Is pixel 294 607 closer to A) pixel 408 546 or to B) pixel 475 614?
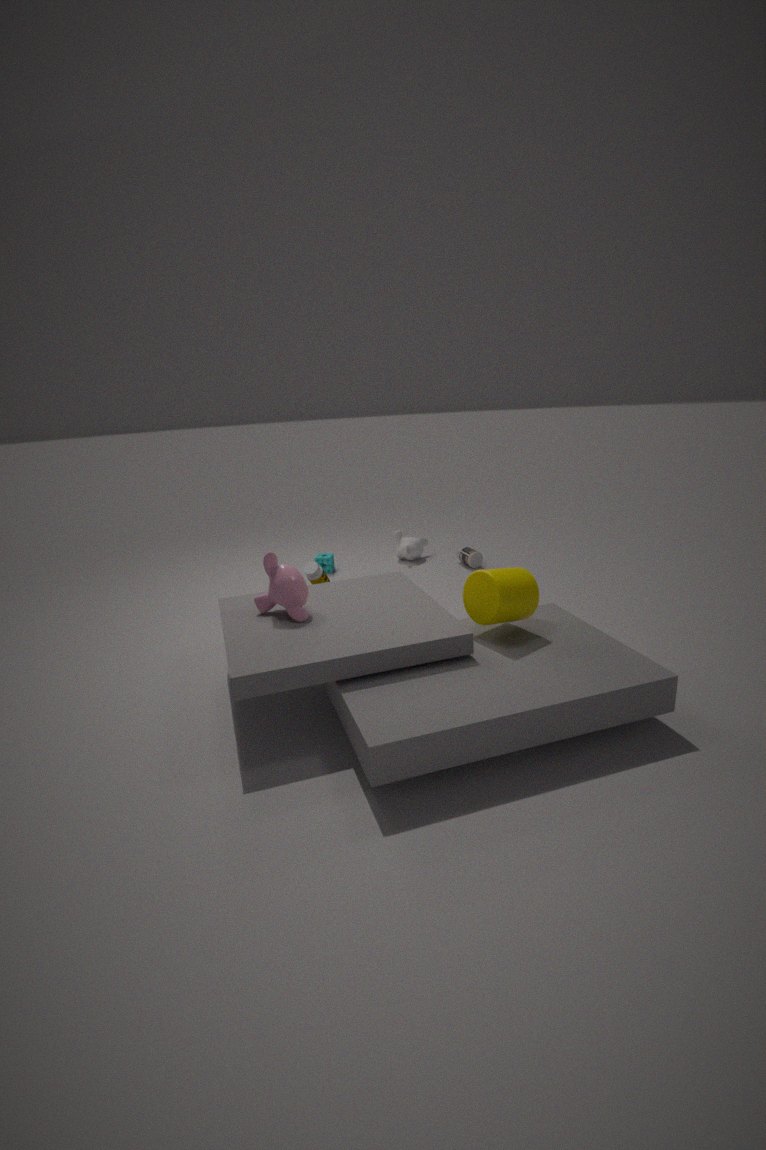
B) pixel 475 614
